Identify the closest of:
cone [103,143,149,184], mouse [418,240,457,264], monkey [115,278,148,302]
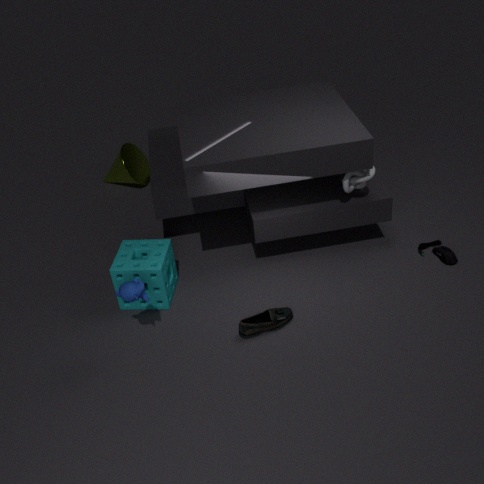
monkey [115,278,148,302]
